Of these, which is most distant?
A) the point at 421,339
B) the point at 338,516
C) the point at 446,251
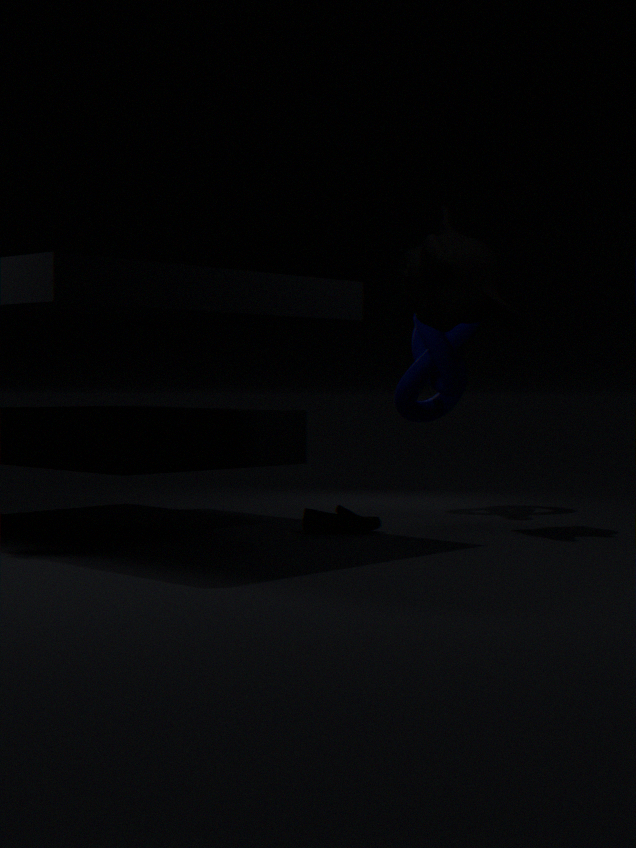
the point at 421,339
